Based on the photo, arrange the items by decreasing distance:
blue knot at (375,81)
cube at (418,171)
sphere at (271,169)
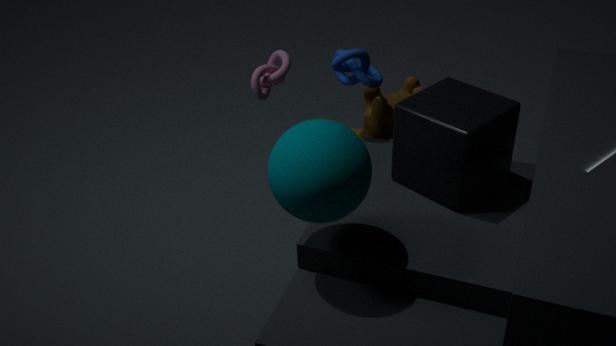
1. blue knot at (375,81)
2. cube at (418,171)
3. sphere at (271,169)
